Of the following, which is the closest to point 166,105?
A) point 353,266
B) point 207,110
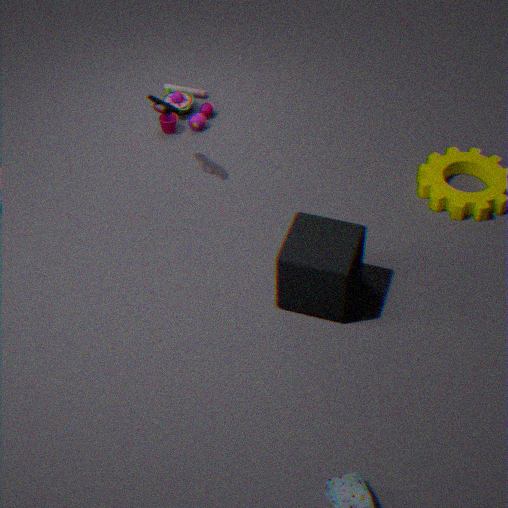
point 207,110
